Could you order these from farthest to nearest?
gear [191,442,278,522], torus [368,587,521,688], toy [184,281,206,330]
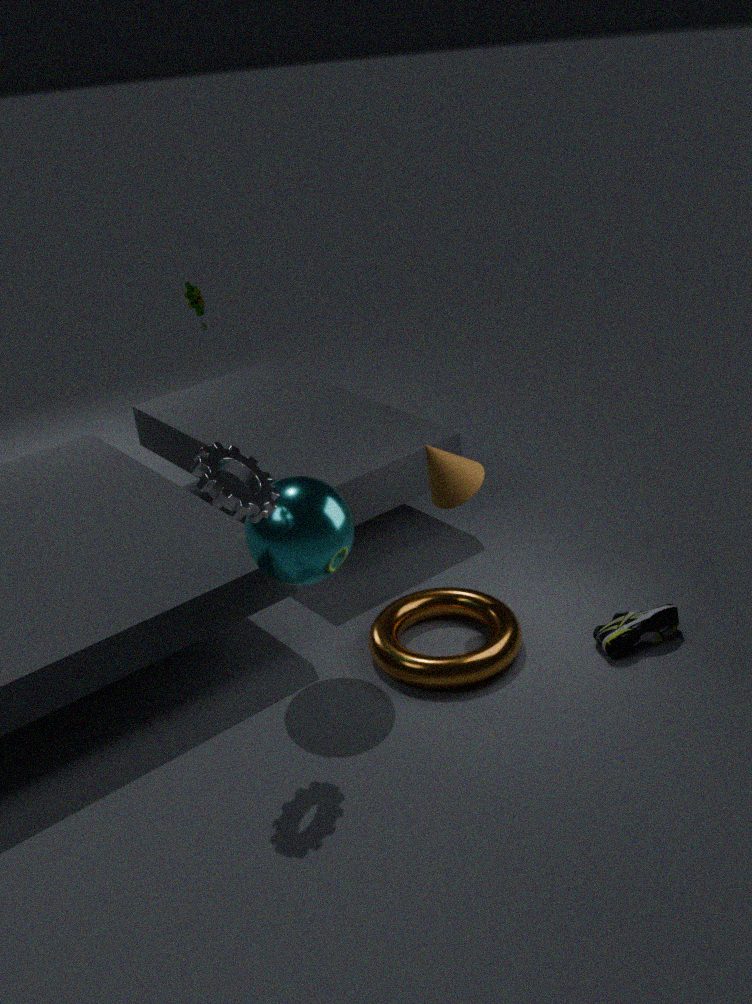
toy [184,281,206,330] < torus [368,587,521,688] < gear [191,442,278,522]
